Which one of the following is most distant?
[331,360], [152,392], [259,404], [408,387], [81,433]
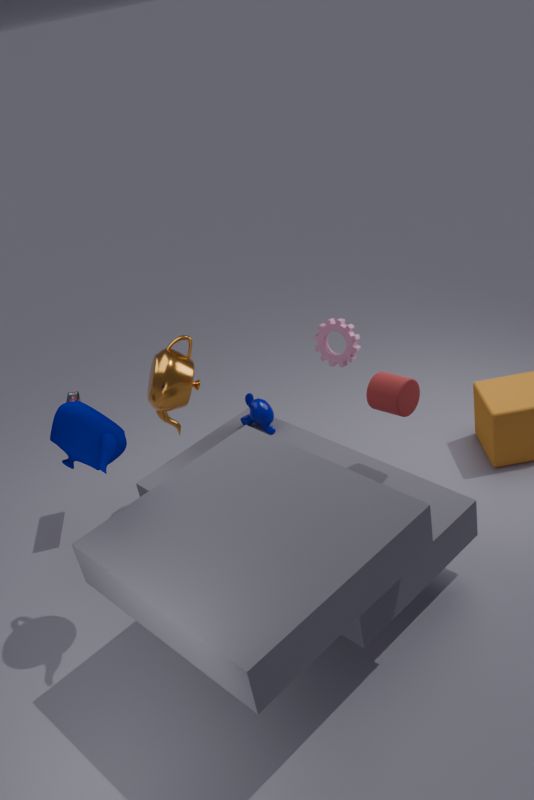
[331,360]
